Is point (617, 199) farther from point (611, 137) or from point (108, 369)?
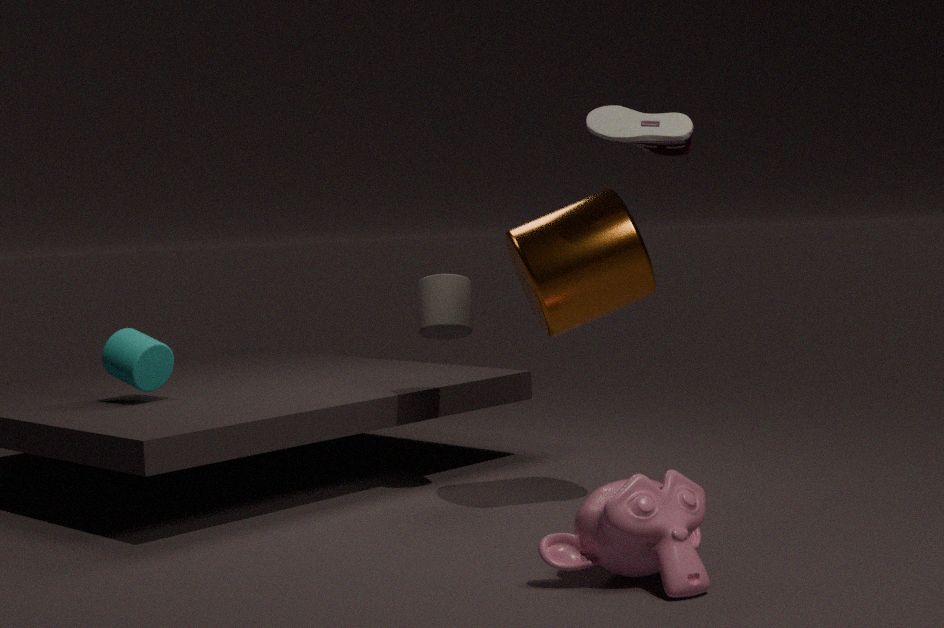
point (108, 369)
